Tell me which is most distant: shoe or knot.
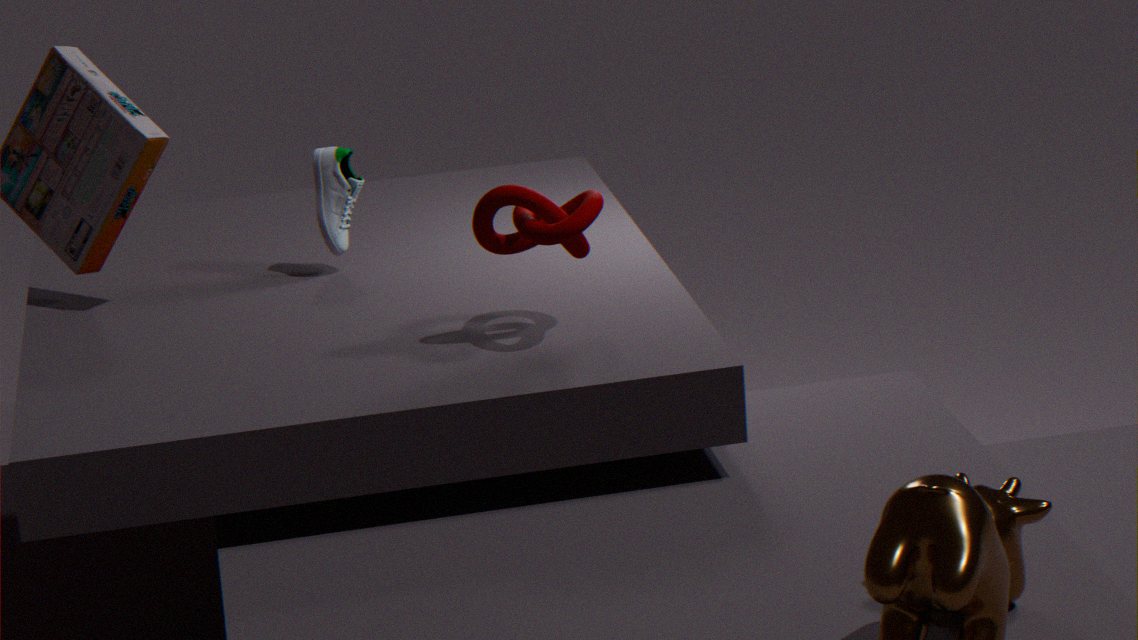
shoe
